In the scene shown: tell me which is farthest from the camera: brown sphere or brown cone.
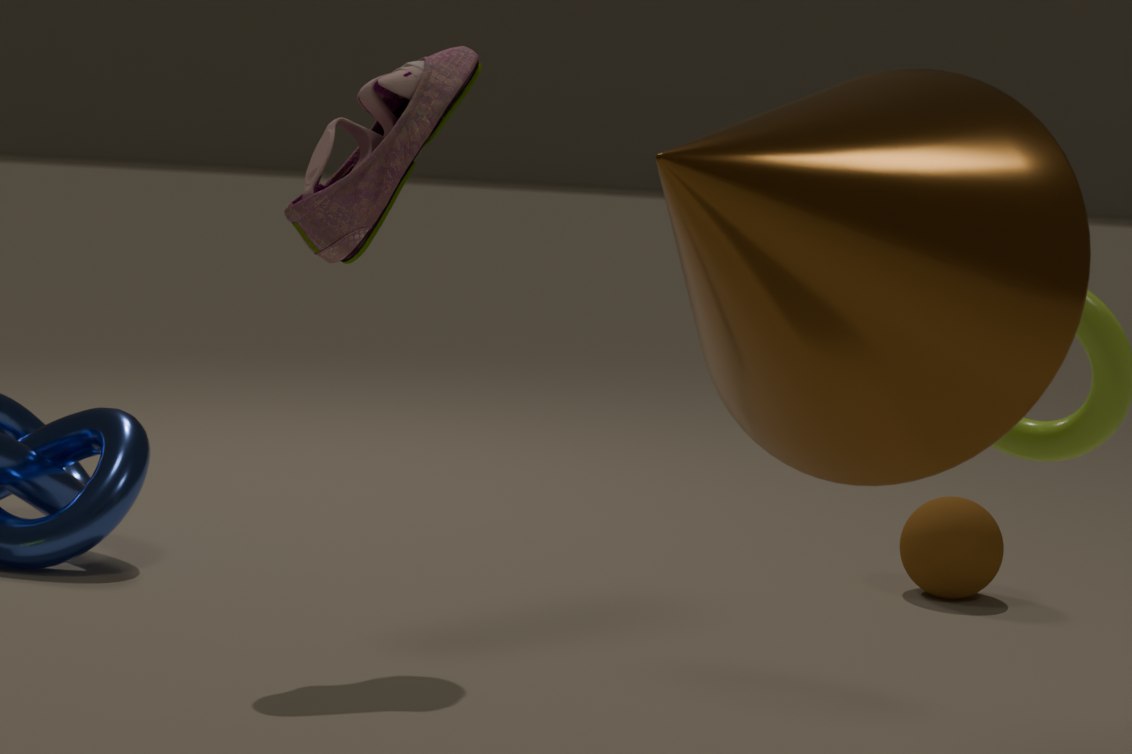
brown sphere
